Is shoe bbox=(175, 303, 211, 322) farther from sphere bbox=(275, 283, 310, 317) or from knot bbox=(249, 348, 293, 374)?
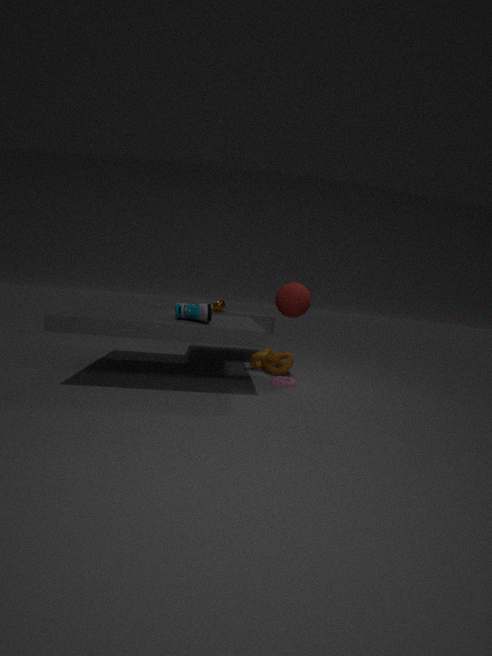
knot bbox=(249, 348, 293, 374)
